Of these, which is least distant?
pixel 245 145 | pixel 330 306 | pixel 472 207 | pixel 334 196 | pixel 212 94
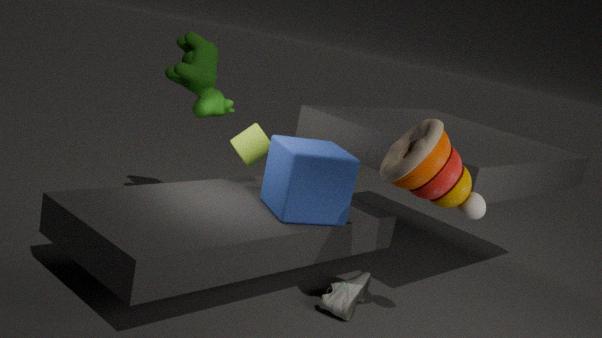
pixel 472 207
